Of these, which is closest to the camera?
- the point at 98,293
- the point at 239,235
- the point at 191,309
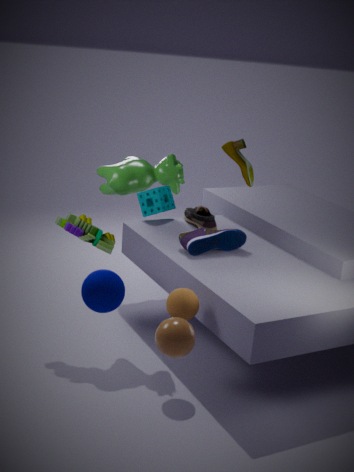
the point at 98,293
